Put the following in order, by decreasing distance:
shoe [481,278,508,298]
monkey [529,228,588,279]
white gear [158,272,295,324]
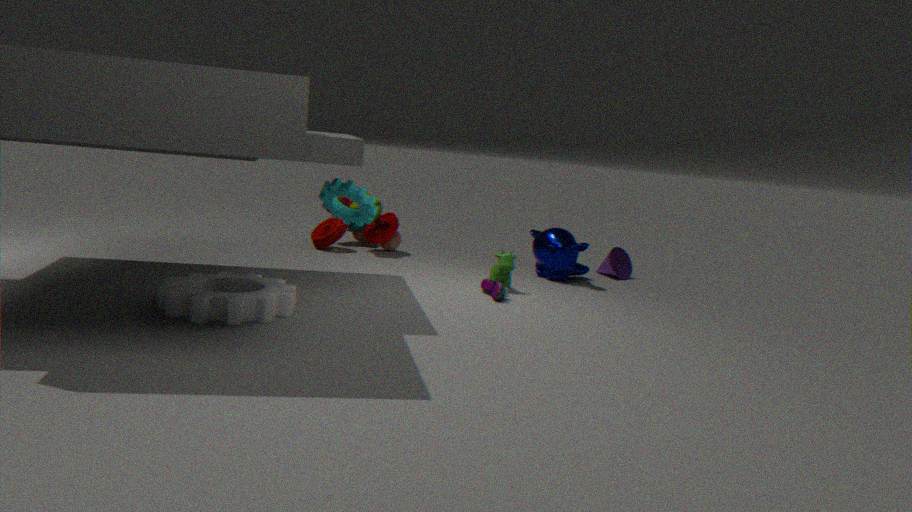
monkey [529,228,588,279] → shoe [481,278,508,298] → white gear [158,272,295,324]
